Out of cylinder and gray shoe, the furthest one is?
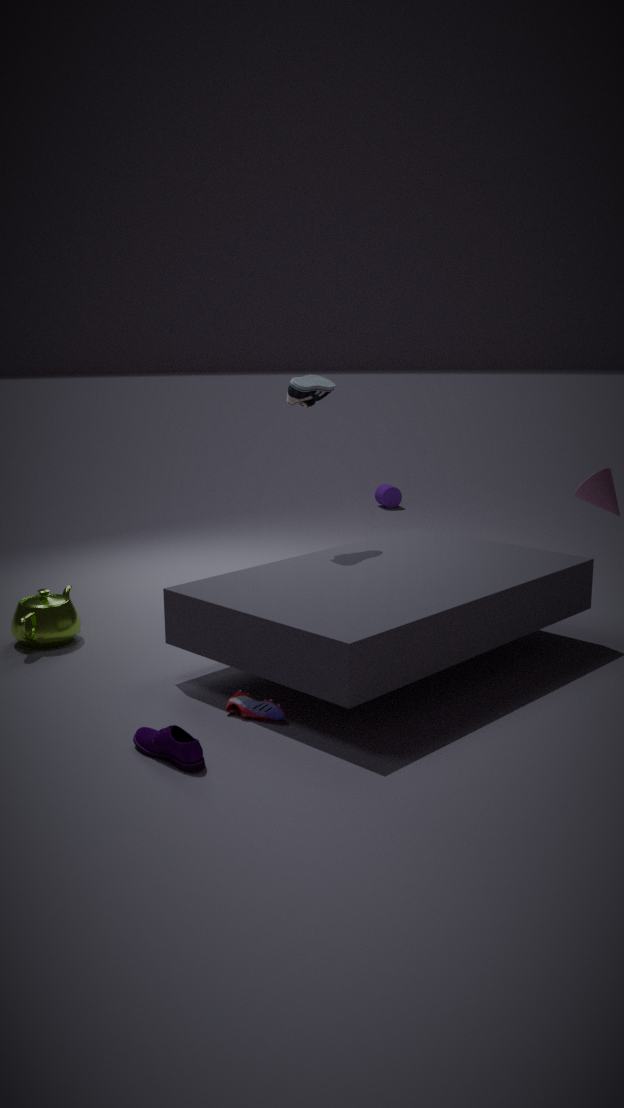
cylinder
